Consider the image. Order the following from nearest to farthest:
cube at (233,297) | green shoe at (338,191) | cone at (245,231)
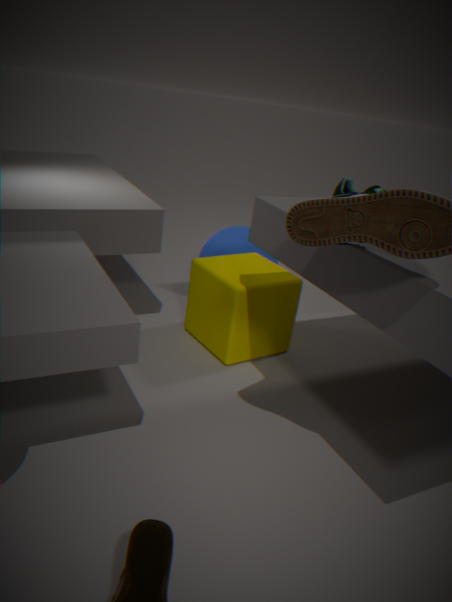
1. green shoe at (338,191)
2. cube at (233,297)
3. cone at (245,231)
